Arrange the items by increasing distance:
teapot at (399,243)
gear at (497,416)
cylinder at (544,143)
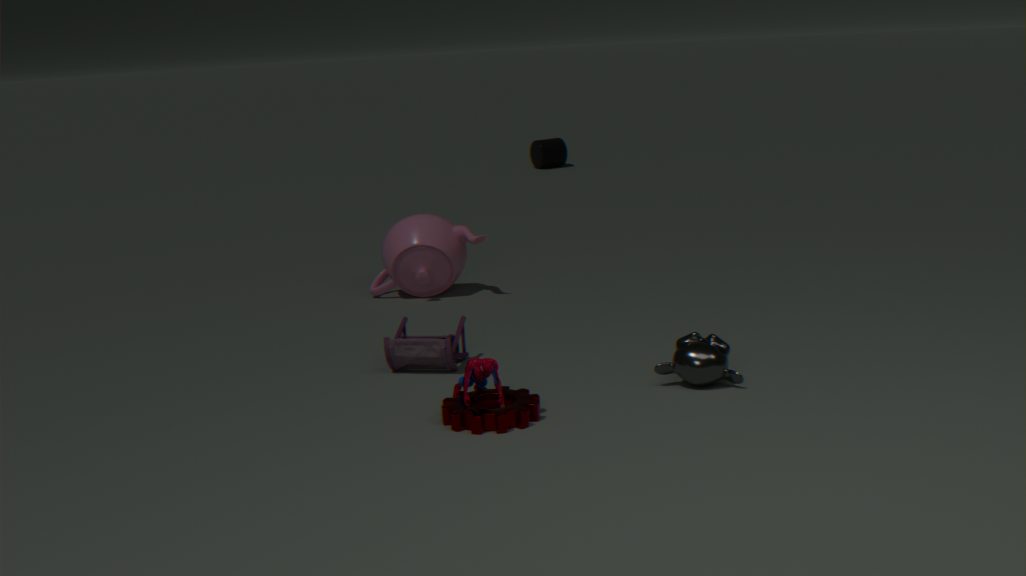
gear at (497,416) → teapot at (399,243) → cylinder at (544,143)
